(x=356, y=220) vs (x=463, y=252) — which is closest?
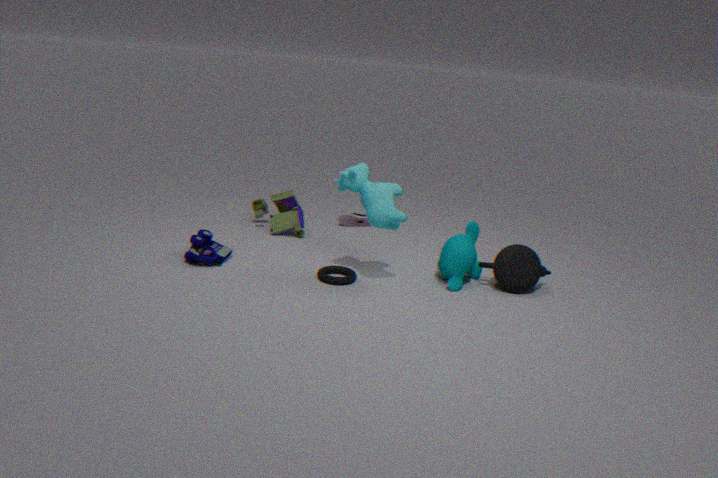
(x=463, y=252)
